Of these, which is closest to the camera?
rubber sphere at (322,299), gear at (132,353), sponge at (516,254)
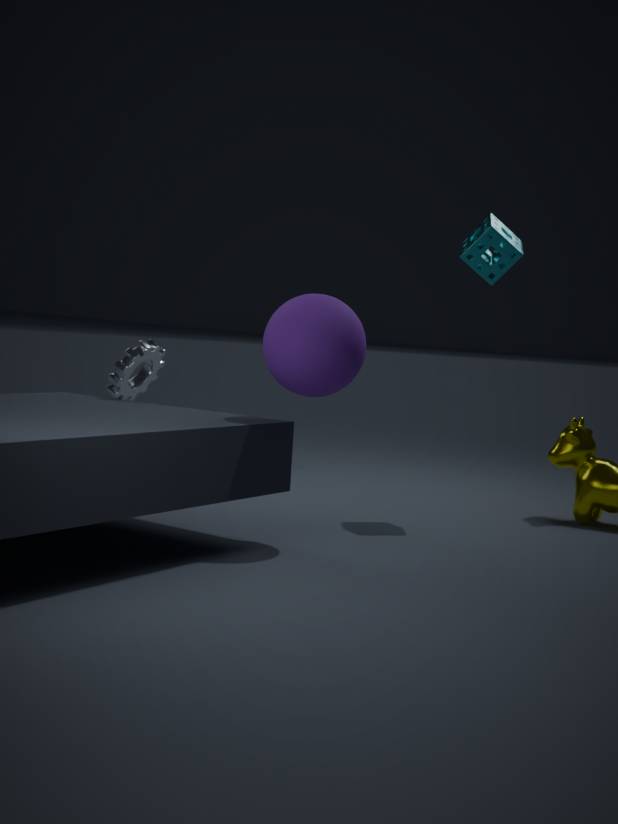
rubber sphere at (322,299)
